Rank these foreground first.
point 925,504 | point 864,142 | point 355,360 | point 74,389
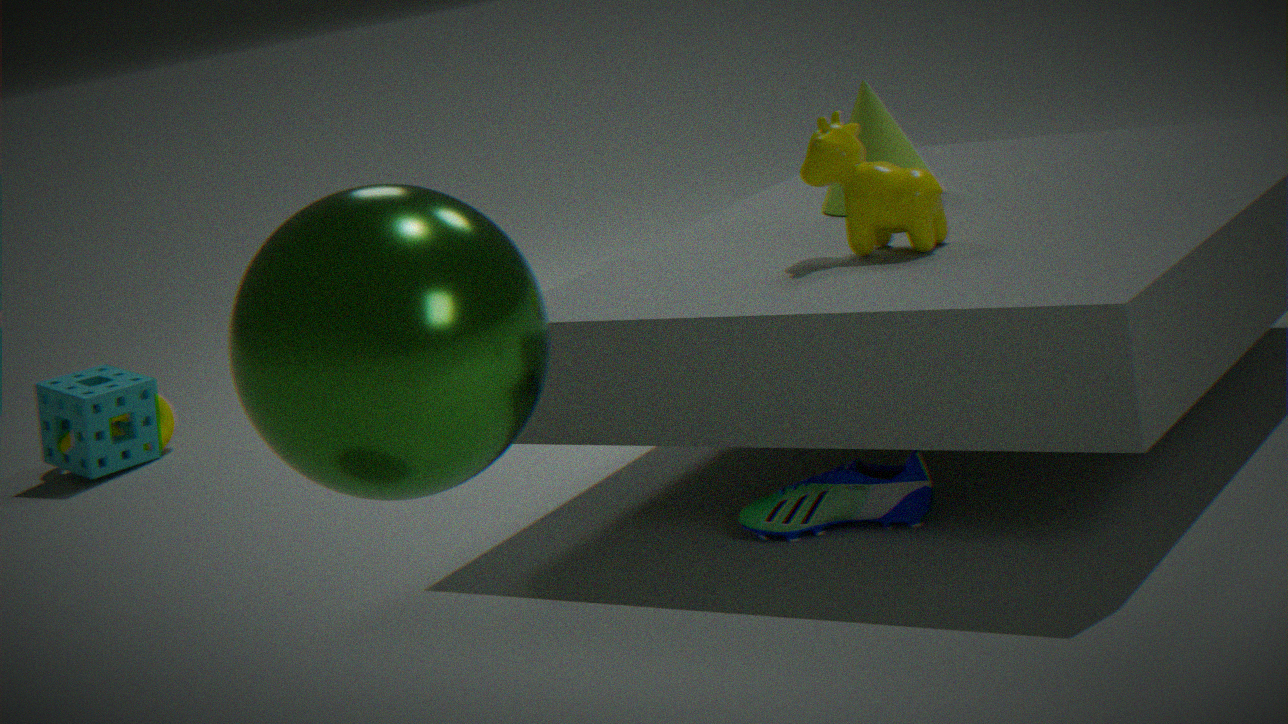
point 355,360 → point 925,504 → point 864,142 → point 74,389
